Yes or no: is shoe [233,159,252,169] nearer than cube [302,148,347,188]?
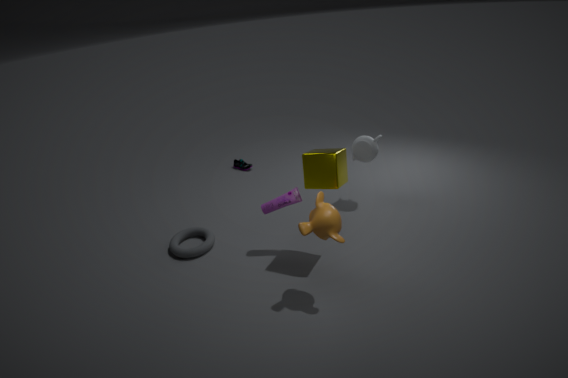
No
